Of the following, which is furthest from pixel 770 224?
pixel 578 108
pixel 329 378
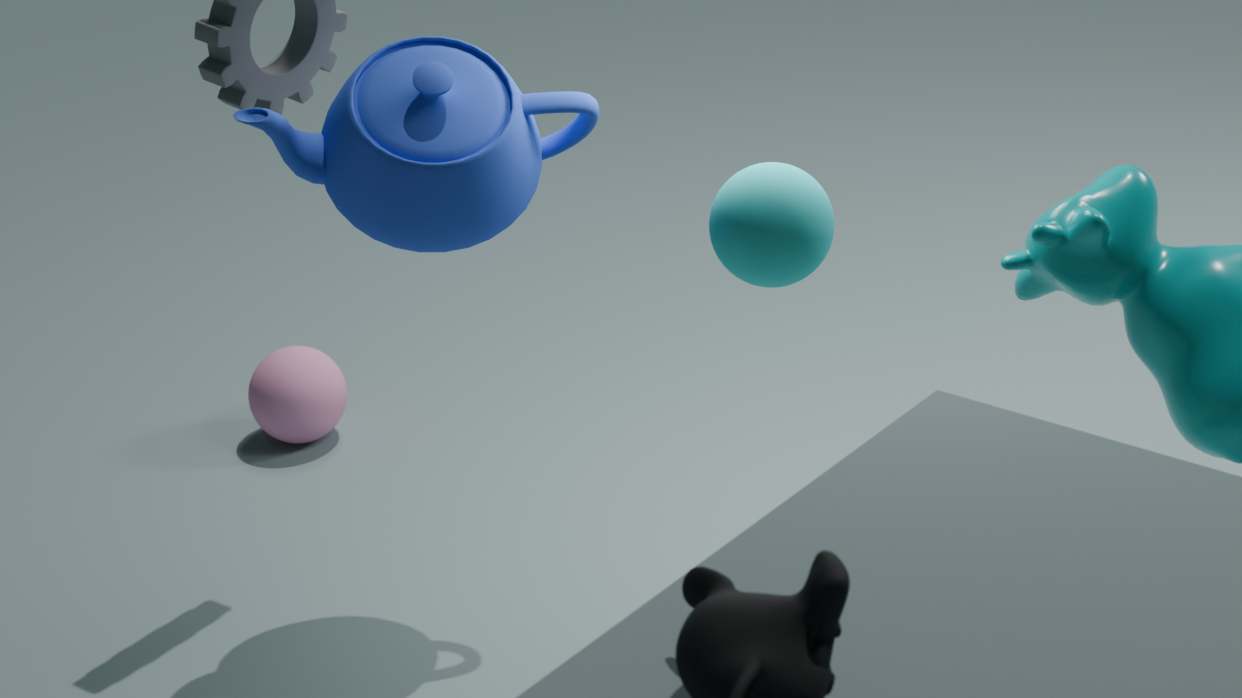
pixel 329 378
